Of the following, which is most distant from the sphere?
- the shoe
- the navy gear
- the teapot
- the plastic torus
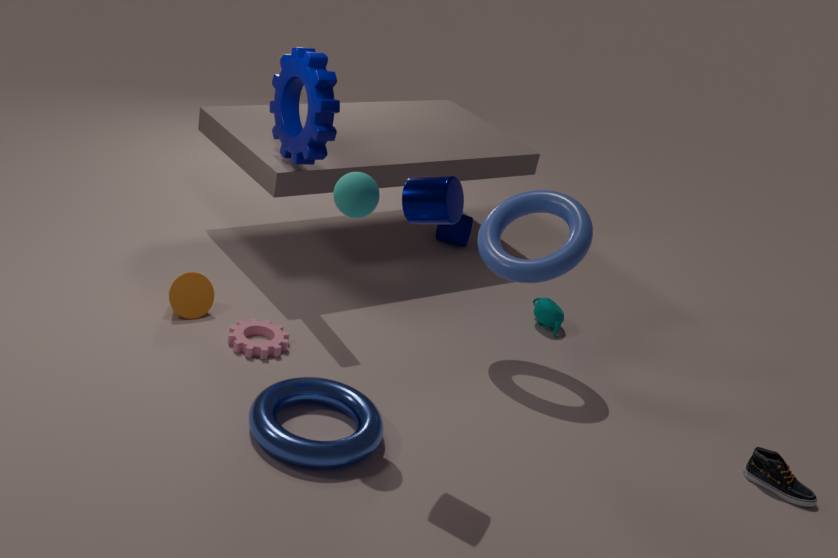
the shoe
